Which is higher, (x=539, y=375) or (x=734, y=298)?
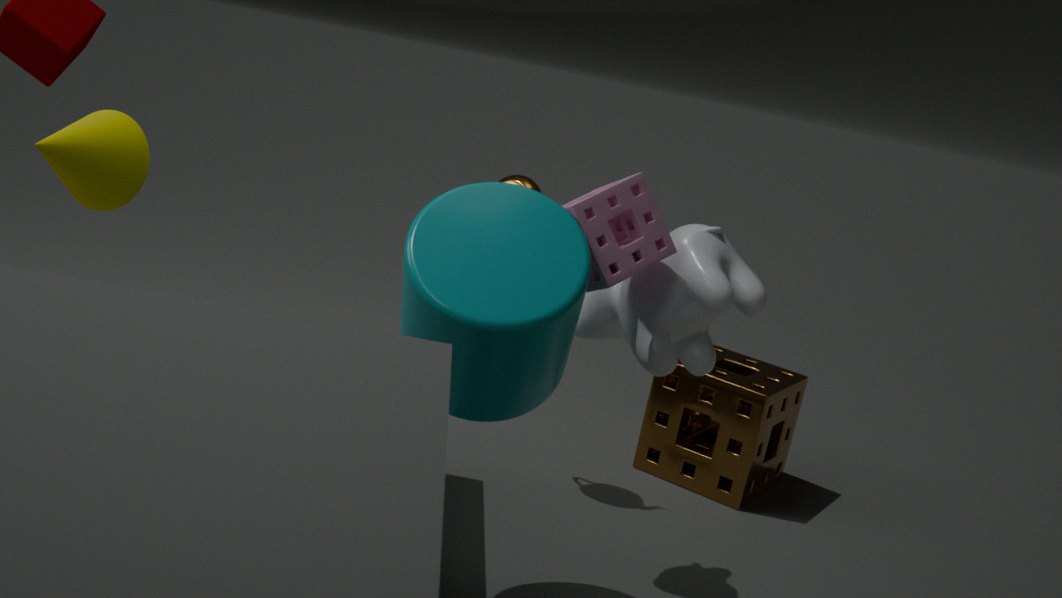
(x=734, y=298)
